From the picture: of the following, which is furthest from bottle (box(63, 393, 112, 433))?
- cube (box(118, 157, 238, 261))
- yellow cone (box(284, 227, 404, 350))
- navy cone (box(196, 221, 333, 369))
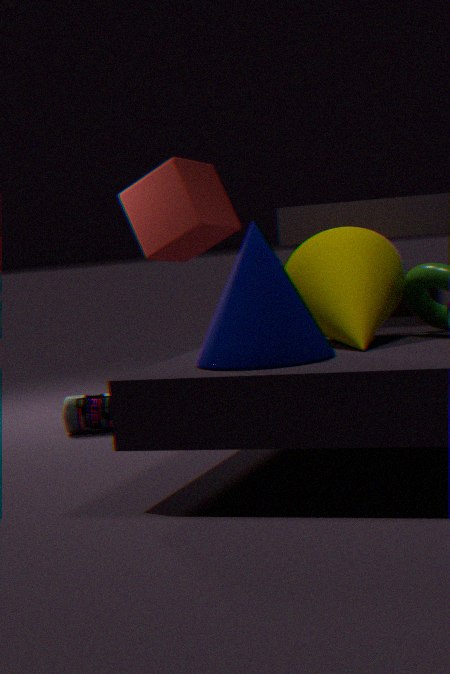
navy cone (box(196, 221, 333, 369))
